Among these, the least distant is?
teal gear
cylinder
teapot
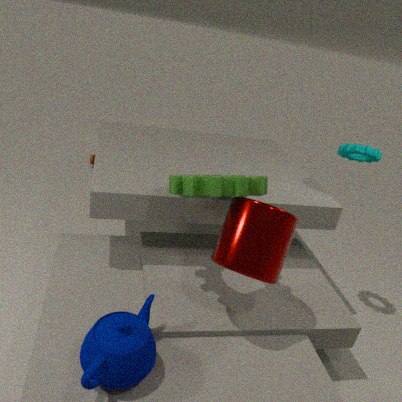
teapot
